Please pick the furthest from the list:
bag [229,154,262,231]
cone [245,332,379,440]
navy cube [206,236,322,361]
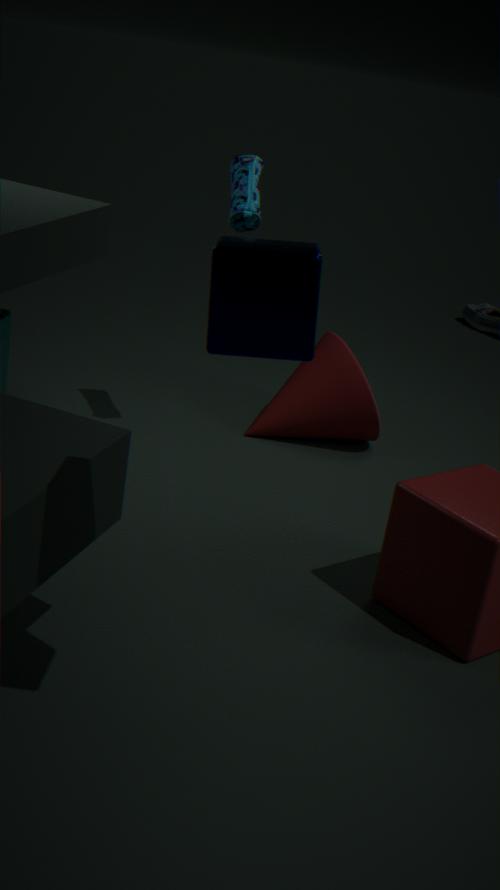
cone [245,332,379,440]
